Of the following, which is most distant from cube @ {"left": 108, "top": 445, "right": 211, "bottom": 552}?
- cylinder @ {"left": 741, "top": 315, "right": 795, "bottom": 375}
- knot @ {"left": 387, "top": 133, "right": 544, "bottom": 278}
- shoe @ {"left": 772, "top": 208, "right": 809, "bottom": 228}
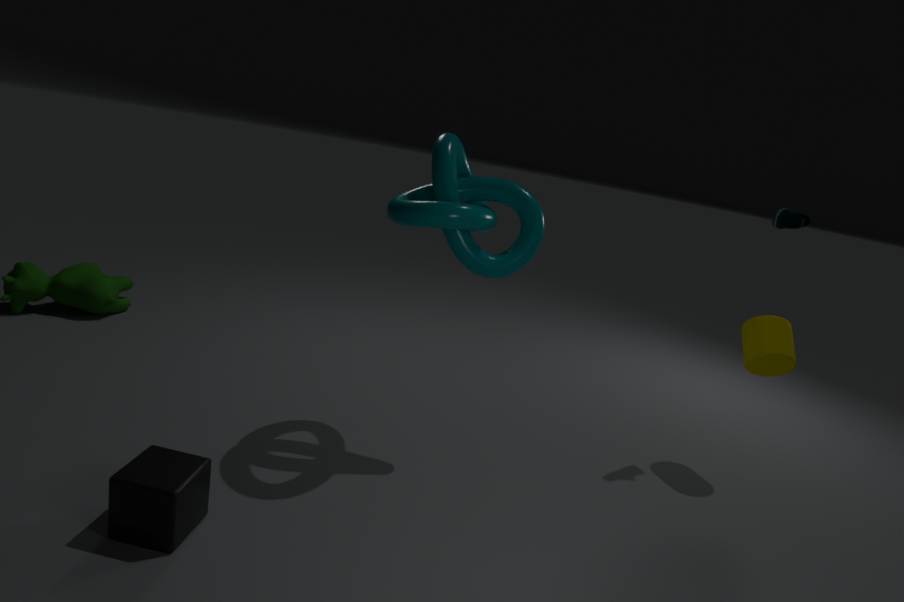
shoe @ {"left": 772, "top": 208, "right": 809, "bottom": 228}
